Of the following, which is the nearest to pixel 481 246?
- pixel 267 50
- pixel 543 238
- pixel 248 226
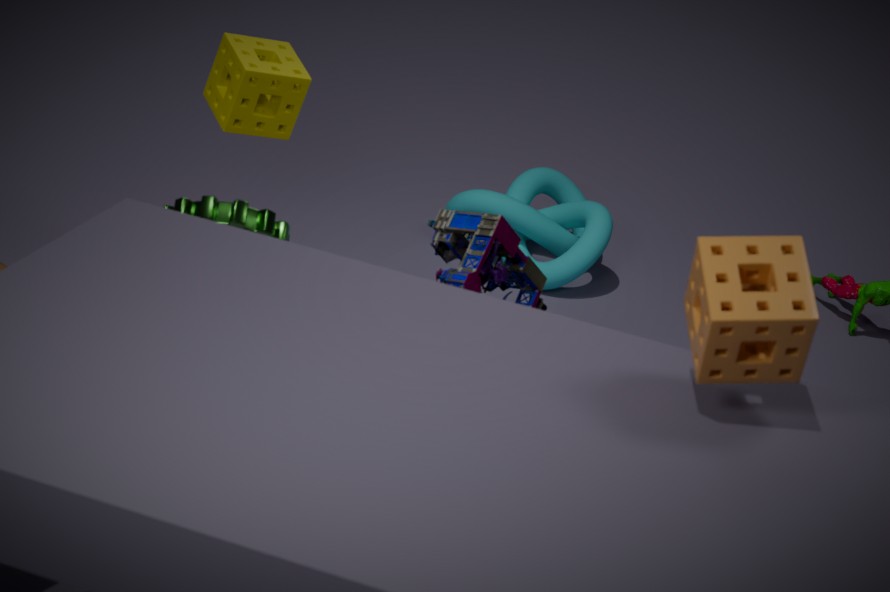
pixel 248 226
